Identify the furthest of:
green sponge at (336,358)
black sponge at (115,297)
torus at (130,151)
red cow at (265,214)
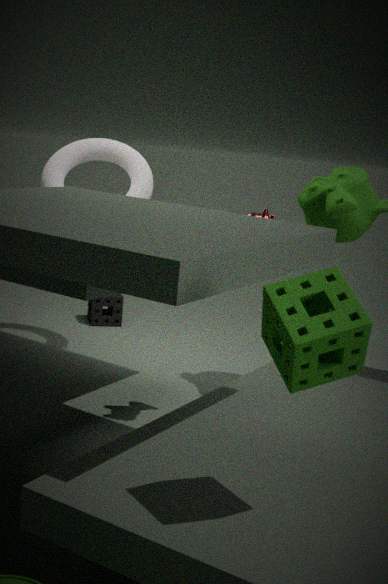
black sponge at (115,297)
